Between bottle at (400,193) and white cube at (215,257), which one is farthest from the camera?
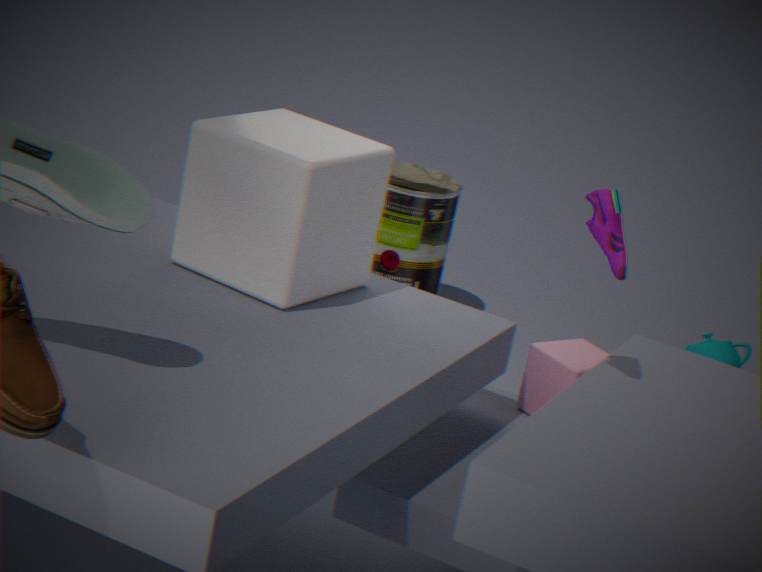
bottle at (400,193)
